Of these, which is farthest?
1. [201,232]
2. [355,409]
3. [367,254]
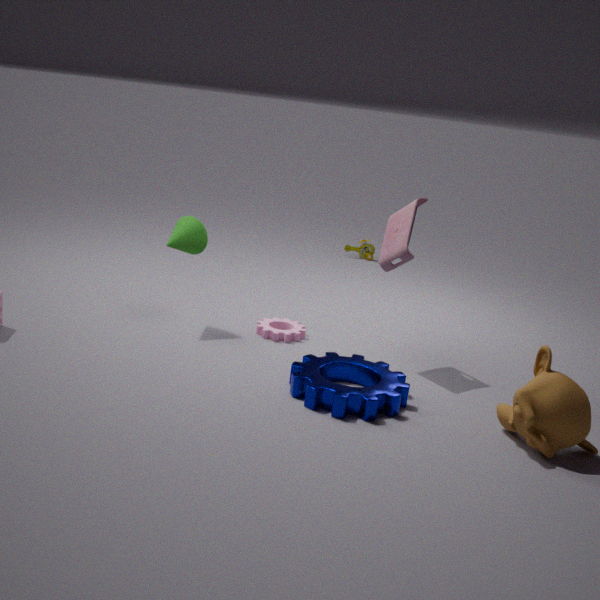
[367,254]
